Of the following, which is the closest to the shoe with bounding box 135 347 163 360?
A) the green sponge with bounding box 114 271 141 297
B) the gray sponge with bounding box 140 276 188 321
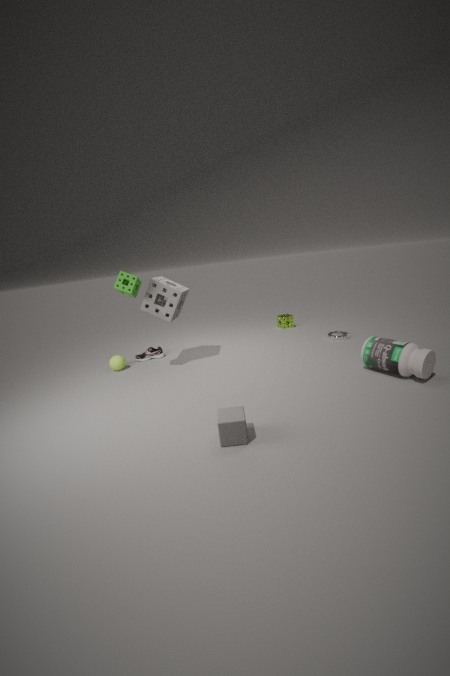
the gray sponge with bounding box 140 276 188 321
